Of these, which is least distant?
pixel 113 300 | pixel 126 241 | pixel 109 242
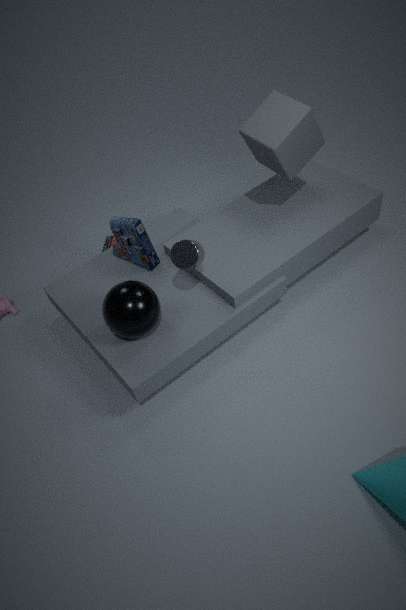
pixel 113 300
